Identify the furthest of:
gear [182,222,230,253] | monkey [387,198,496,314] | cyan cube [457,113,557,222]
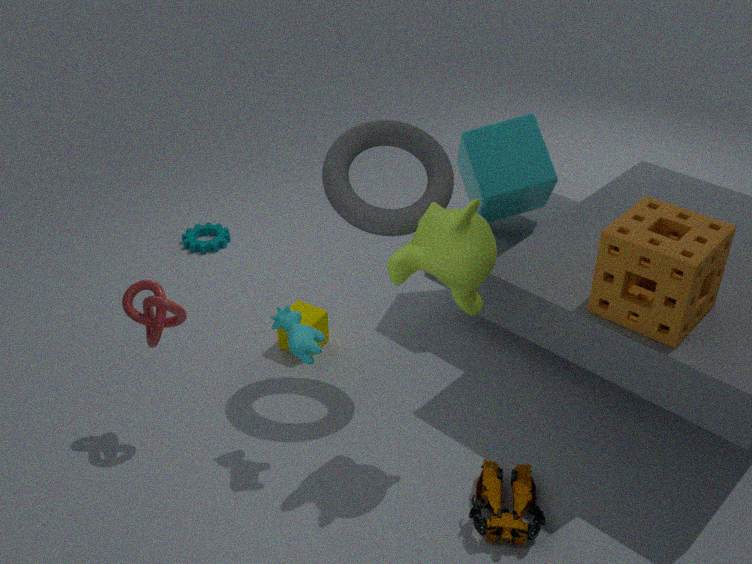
gear [182,222,230,253]
